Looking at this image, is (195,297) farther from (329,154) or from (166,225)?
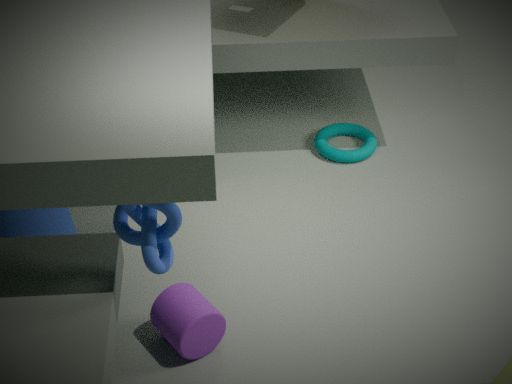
(329,154)
